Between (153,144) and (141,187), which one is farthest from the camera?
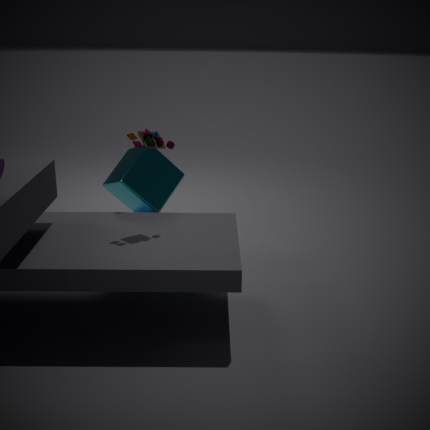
(141,187)
